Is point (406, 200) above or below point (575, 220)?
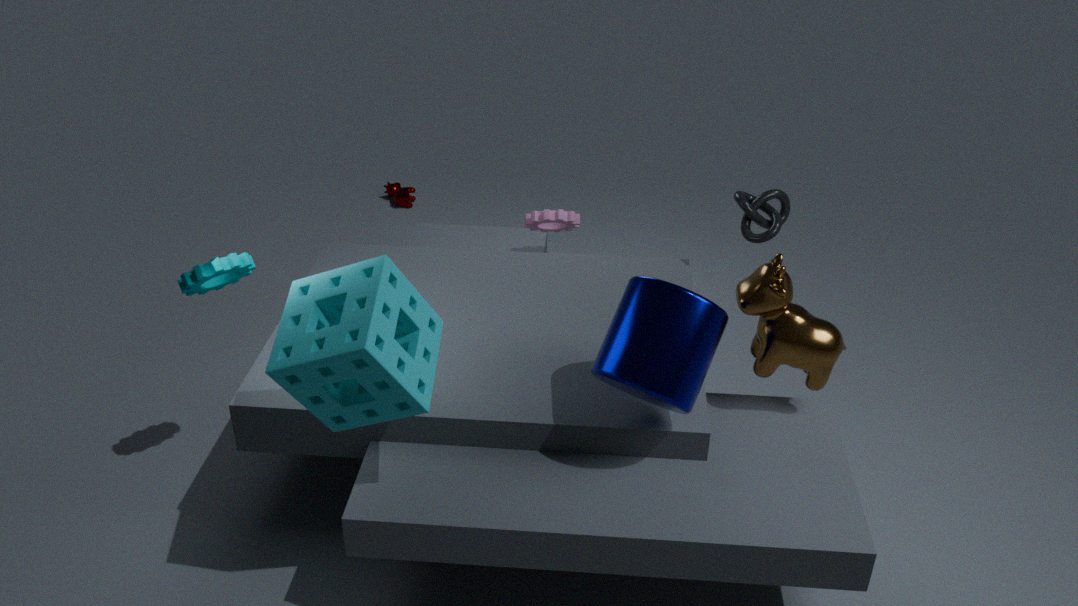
below
